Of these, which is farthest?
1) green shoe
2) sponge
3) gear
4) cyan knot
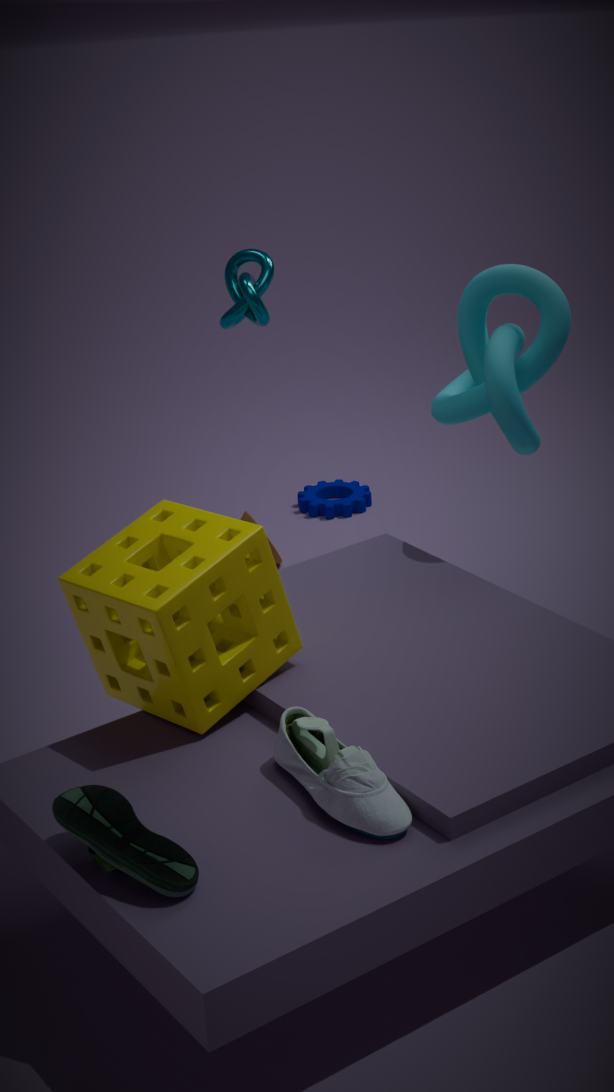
3. gear
